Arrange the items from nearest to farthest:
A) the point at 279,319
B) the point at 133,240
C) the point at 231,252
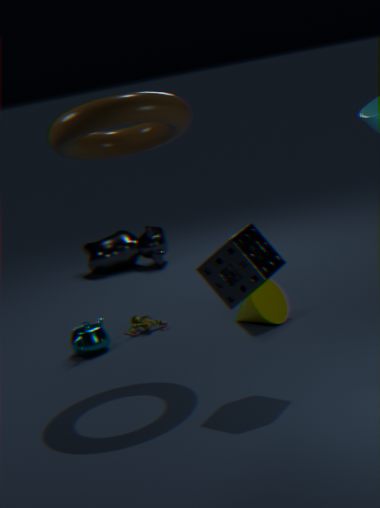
1. the point at 231,252
2. the point at 279,319
3. the point at 133,240
